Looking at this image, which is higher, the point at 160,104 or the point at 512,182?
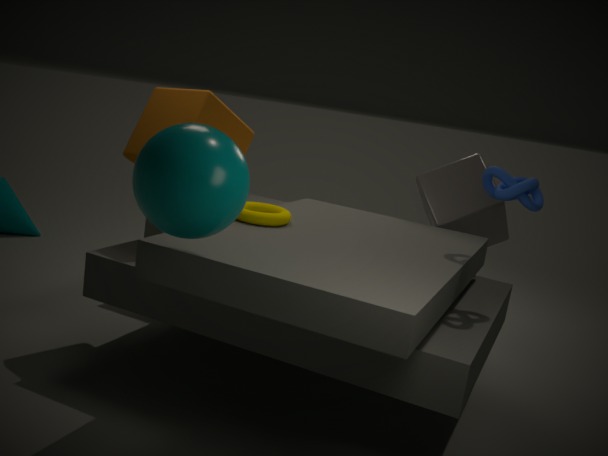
the point at 512,182
